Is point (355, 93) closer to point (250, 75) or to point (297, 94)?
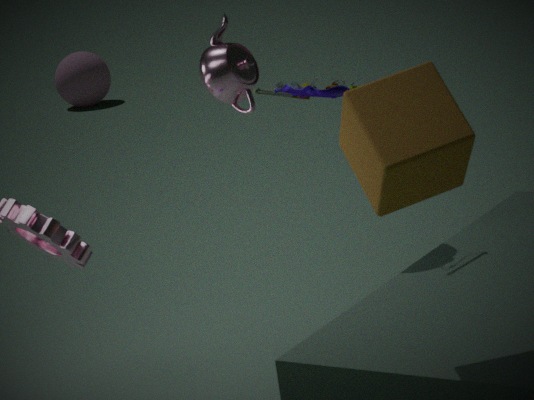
point (297, 94)
